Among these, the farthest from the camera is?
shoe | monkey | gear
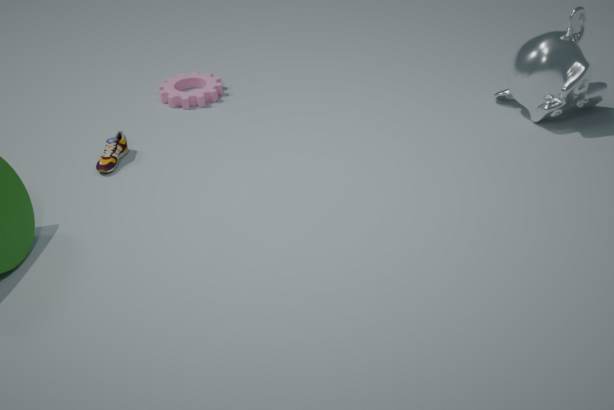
gear
